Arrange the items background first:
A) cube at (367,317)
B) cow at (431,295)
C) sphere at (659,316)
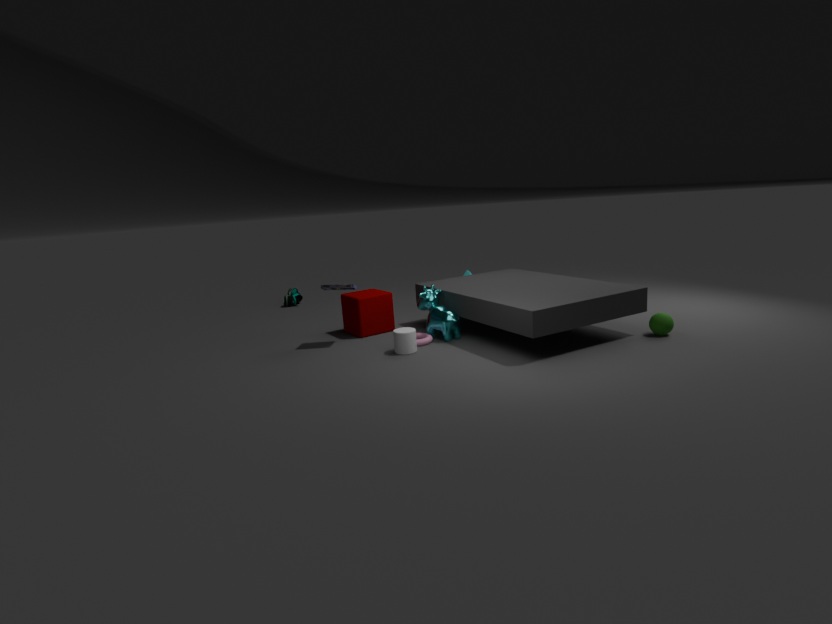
1. cube at (367,317)
2. cow at (431,295)
3. sphere at (659,316)
